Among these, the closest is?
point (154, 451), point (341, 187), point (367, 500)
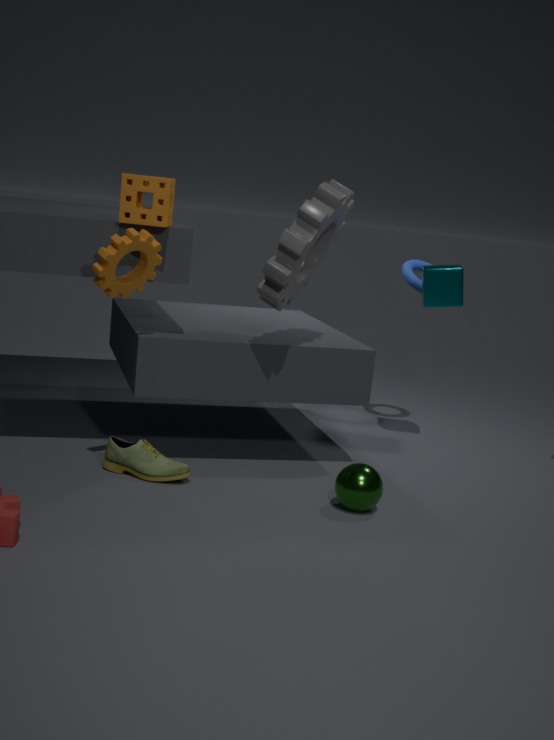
point (367, 500)
